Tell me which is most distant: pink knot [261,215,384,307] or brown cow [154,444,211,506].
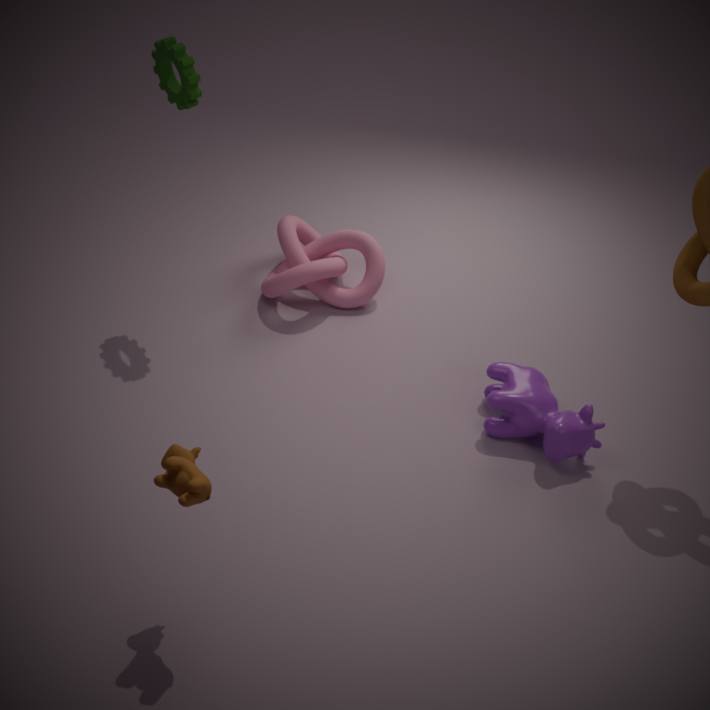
pink knot [261,215,384,307]
